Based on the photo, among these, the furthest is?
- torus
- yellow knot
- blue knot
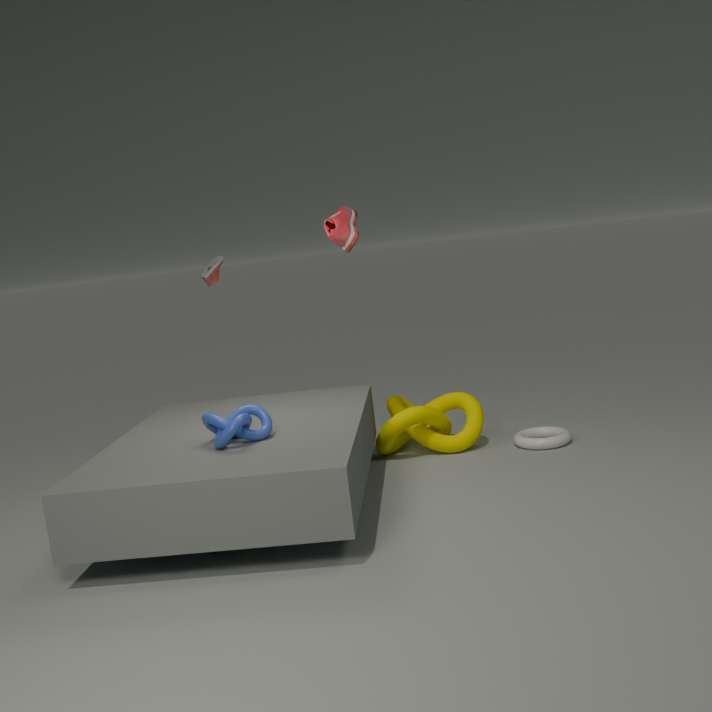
yellow knot
